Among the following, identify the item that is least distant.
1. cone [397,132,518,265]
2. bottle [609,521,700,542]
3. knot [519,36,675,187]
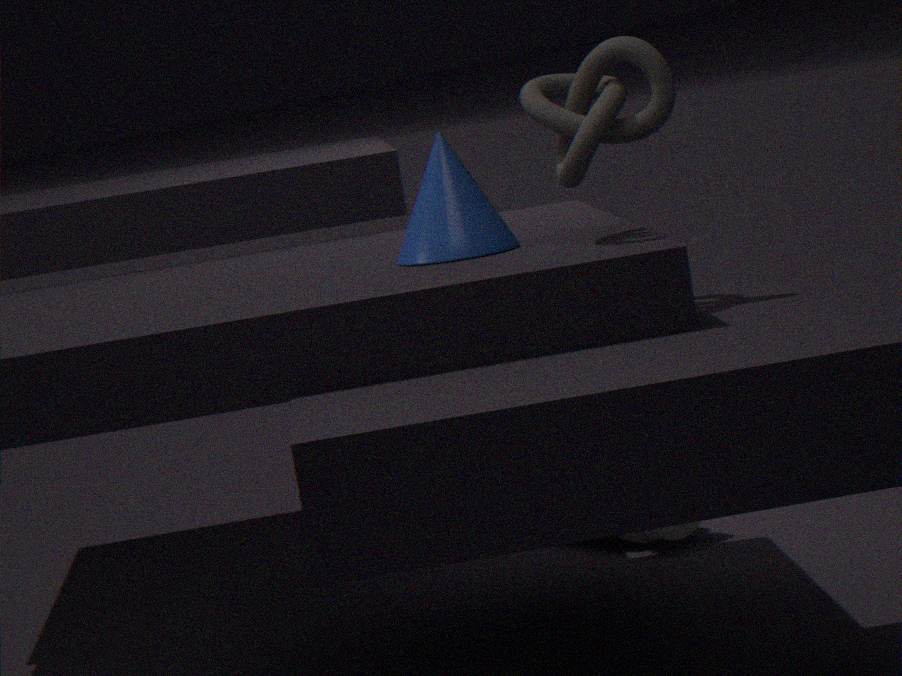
knot [519,36,675,187]
